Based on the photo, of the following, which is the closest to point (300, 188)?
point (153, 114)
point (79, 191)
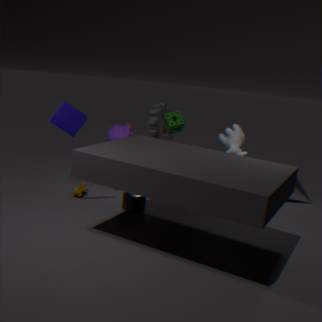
point (153, 114)
